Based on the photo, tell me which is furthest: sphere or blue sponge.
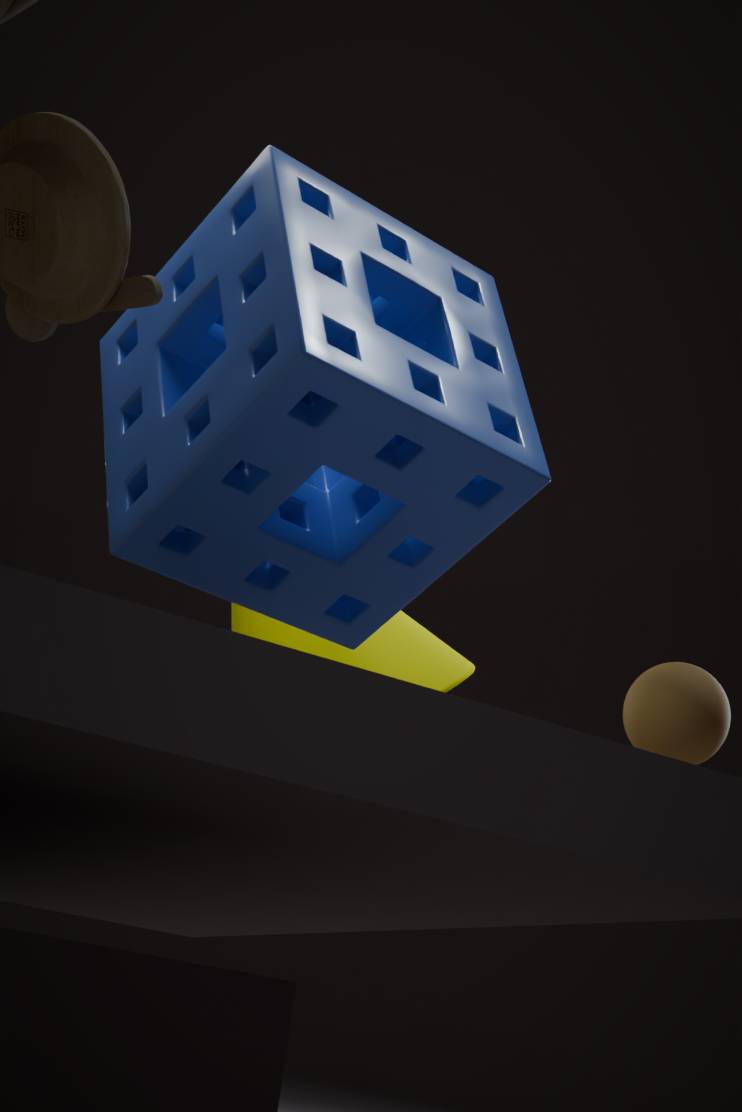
sphere
